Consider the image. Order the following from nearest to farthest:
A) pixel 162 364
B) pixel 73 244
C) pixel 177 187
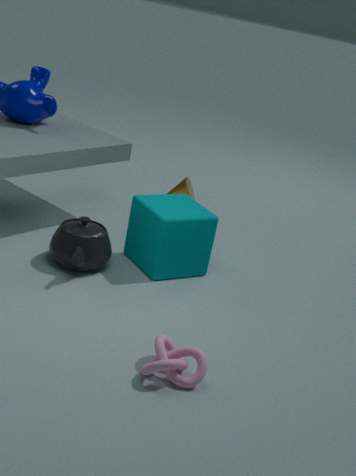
1. pixel 162 364
2. pixel 73 244
3. pixel 177 187
